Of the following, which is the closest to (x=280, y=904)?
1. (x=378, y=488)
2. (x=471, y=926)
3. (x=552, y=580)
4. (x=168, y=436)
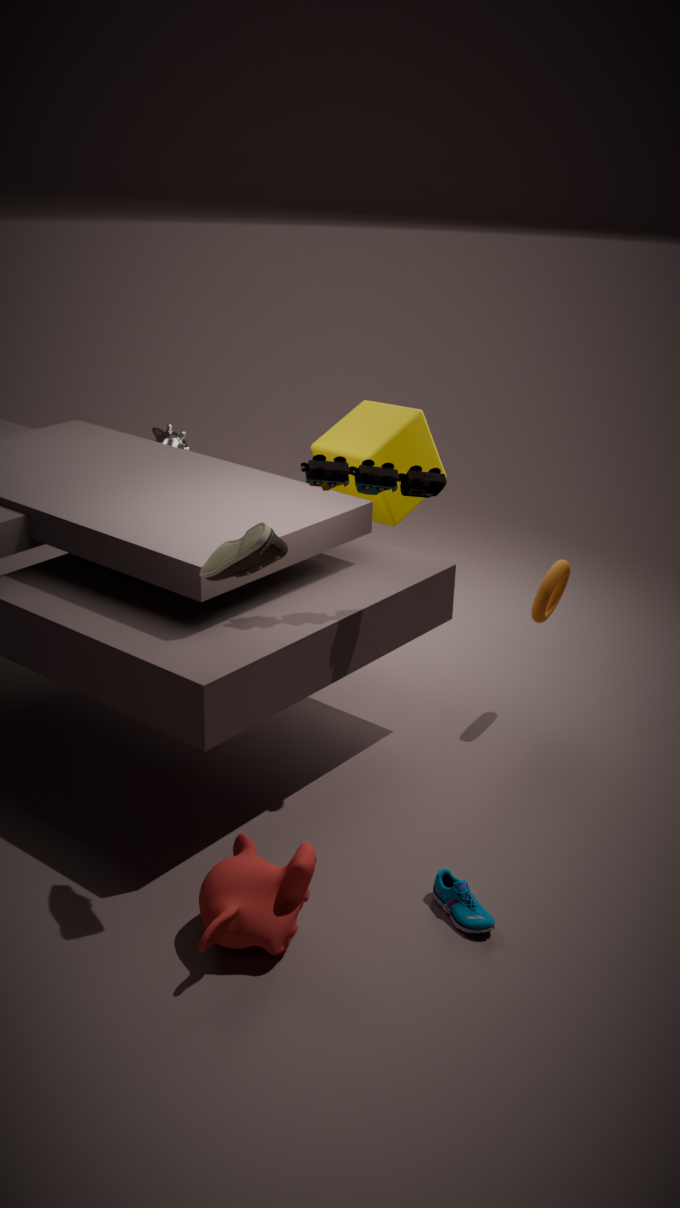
(x=471, y=926)
